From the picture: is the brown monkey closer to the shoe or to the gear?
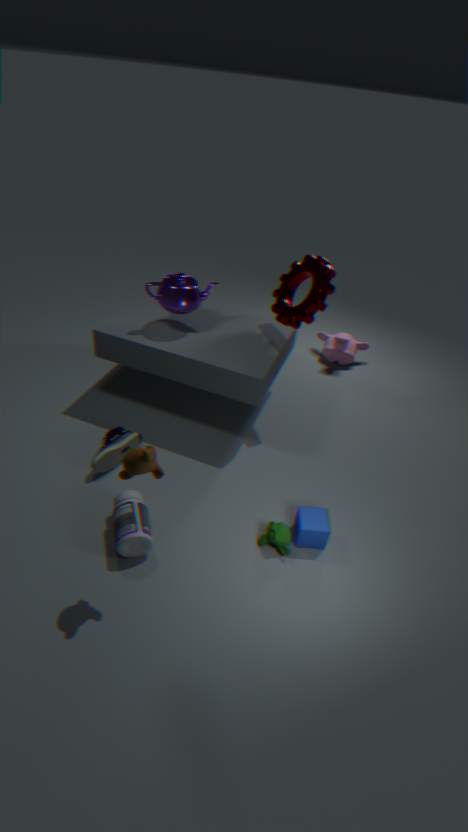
the shoe
